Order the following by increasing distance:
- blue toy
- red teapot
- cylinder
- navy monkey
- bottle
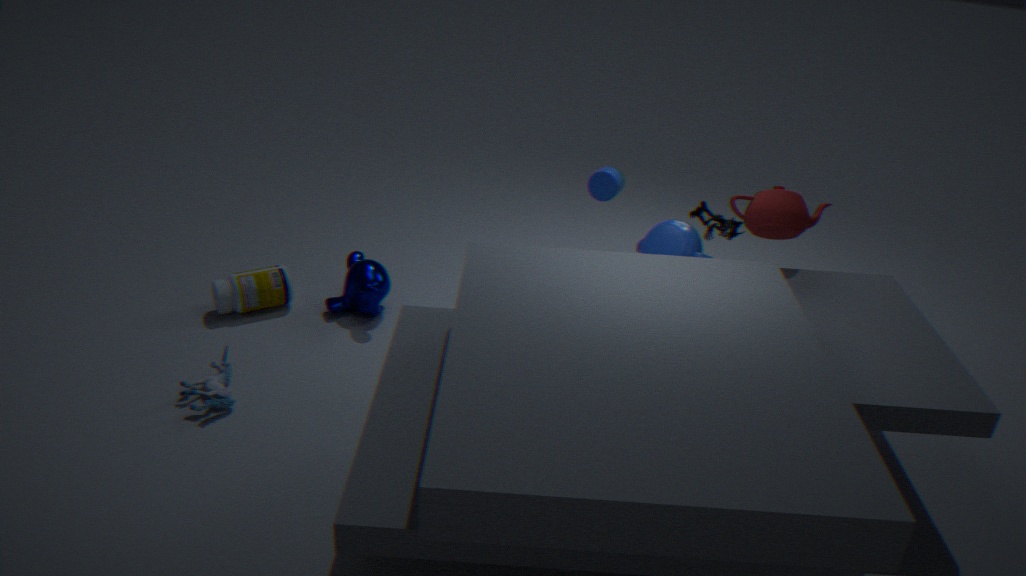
blue toy, red teapot, bottle, navy monkey, cylinder
